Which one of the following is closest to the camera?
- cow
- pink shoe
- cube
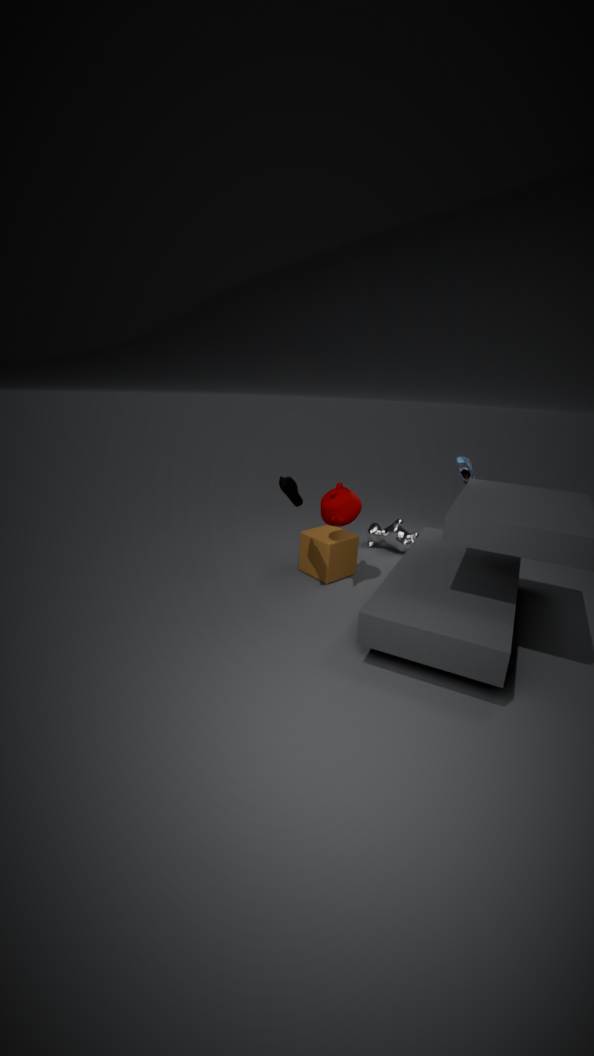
pink shoe
